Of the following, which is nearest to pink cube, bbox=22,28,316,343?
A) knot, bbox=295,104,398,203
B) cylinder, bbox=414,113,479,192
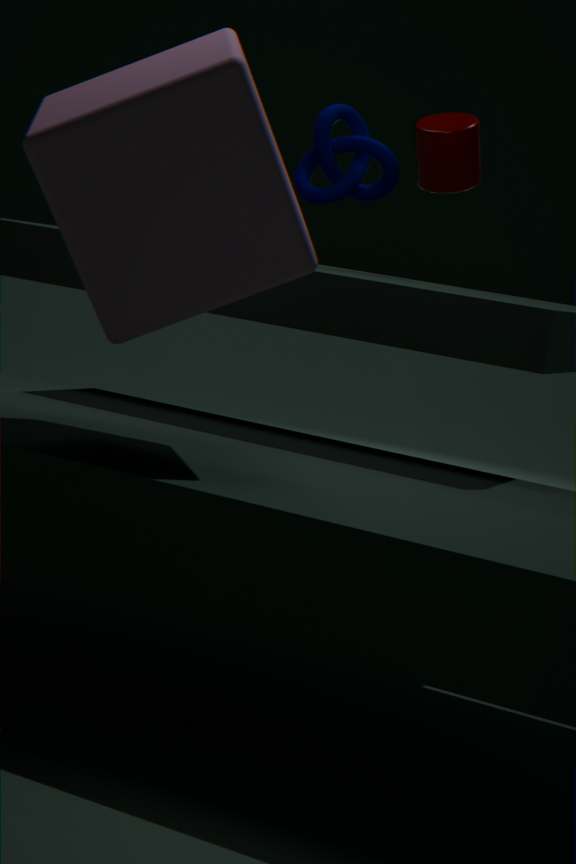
knot, bbox=295,104,398,203
